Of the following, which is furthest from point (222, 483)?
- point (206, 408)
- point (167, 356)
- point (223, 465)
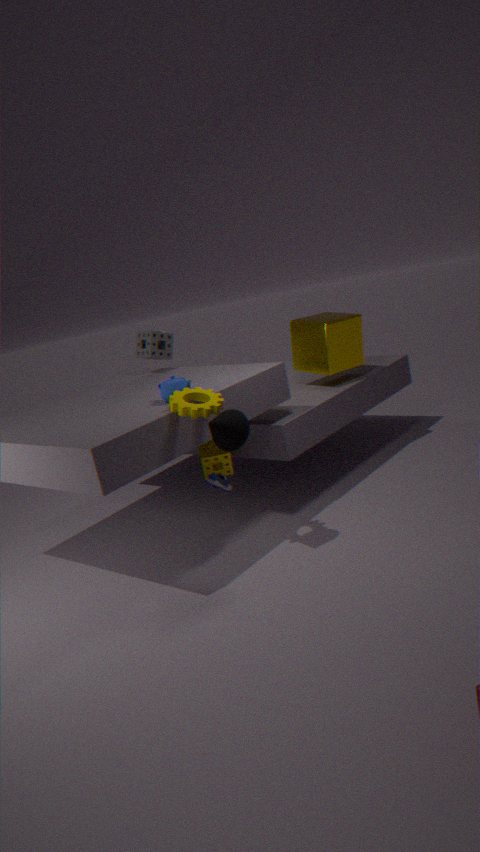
point (167, 356)
